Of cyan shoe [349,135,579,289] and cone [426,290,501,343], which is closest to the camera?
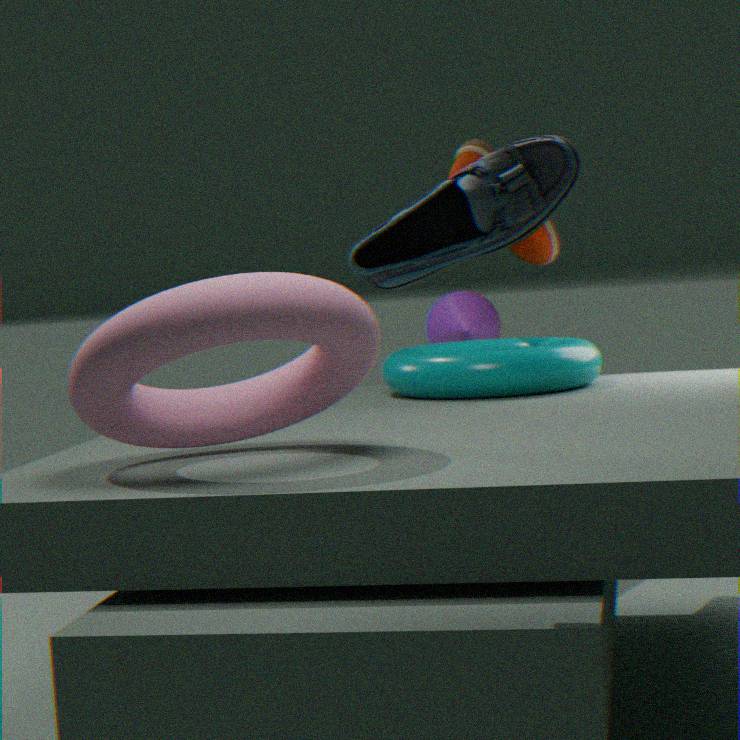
cyan shoe [349,135,579,289]
